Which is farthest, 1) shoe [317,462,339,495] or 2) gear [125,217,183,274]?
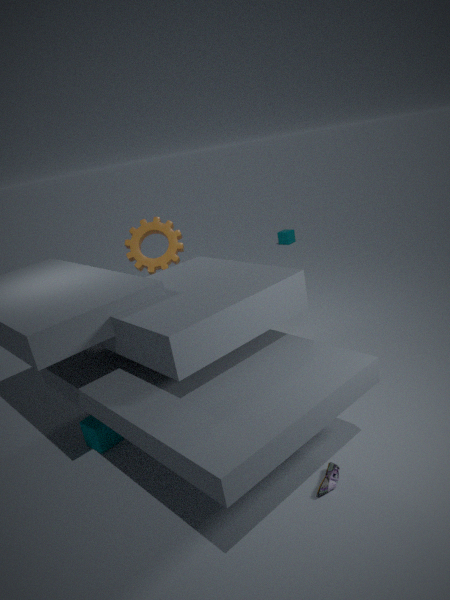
2. gear [125,217,183,274]
